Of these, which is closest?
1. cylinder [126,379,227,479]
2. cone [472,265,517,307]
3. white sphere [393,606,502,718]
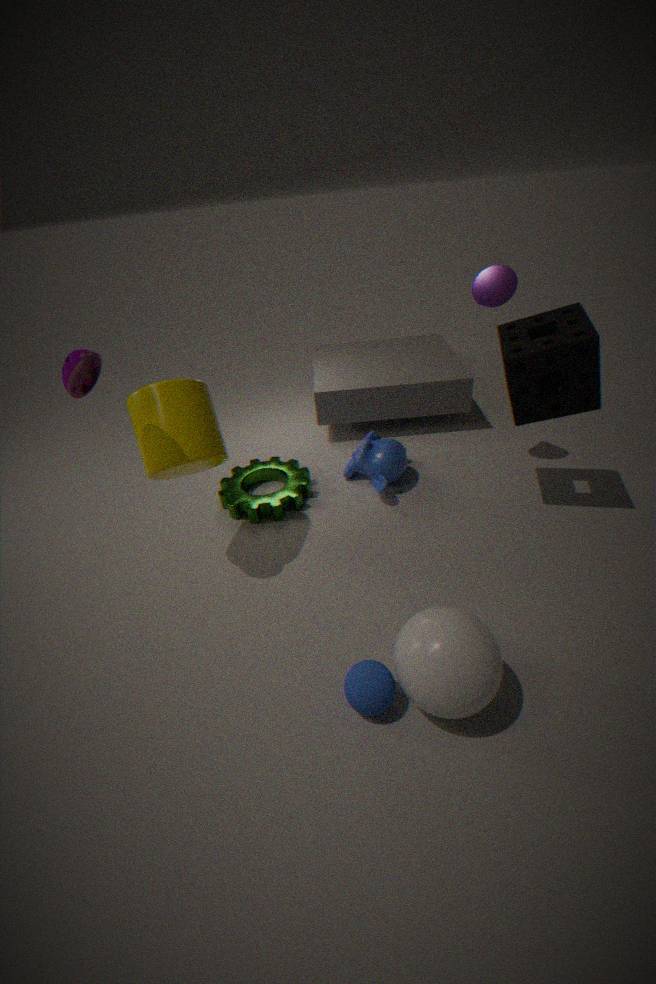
white sphere [393,606,502,718]
